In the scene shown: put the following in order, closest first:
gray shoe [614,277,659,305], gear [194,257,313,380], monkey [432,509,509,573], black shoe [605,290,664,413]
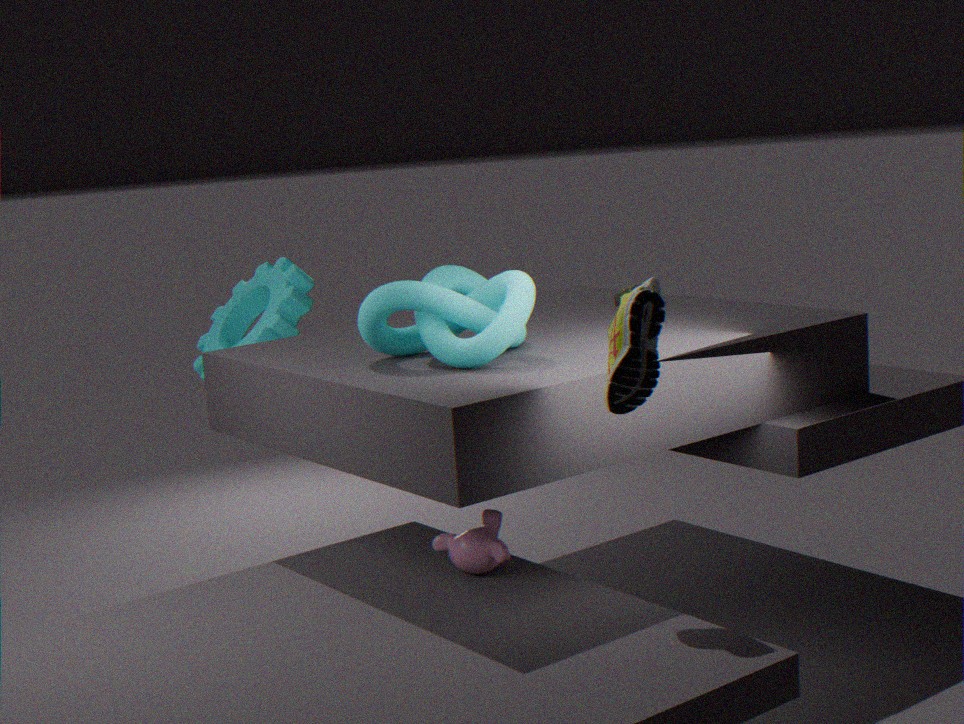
black shoe [605,290,664,413] → monkey [432,509,509,573] → gray shoe [614,277,659,305] → gear [194,257,313,380]
